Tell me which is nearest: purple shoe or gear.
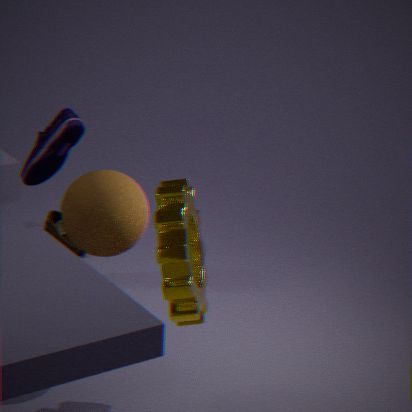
gear
